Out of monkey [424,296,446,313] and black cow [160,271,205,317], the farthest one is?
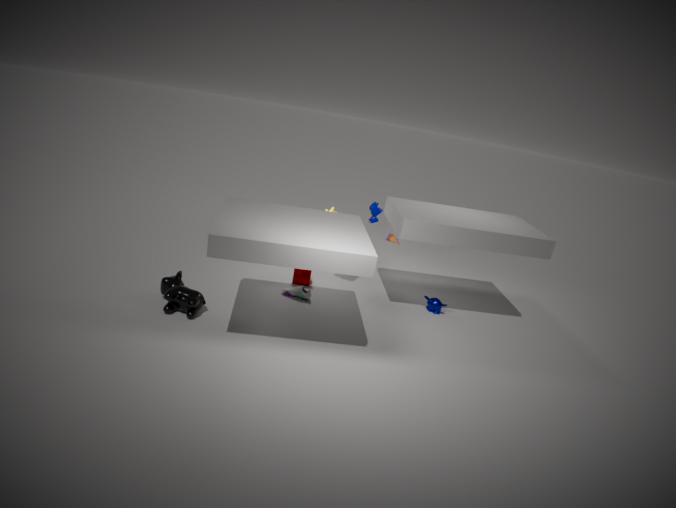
monkey [424,296,446,313]
